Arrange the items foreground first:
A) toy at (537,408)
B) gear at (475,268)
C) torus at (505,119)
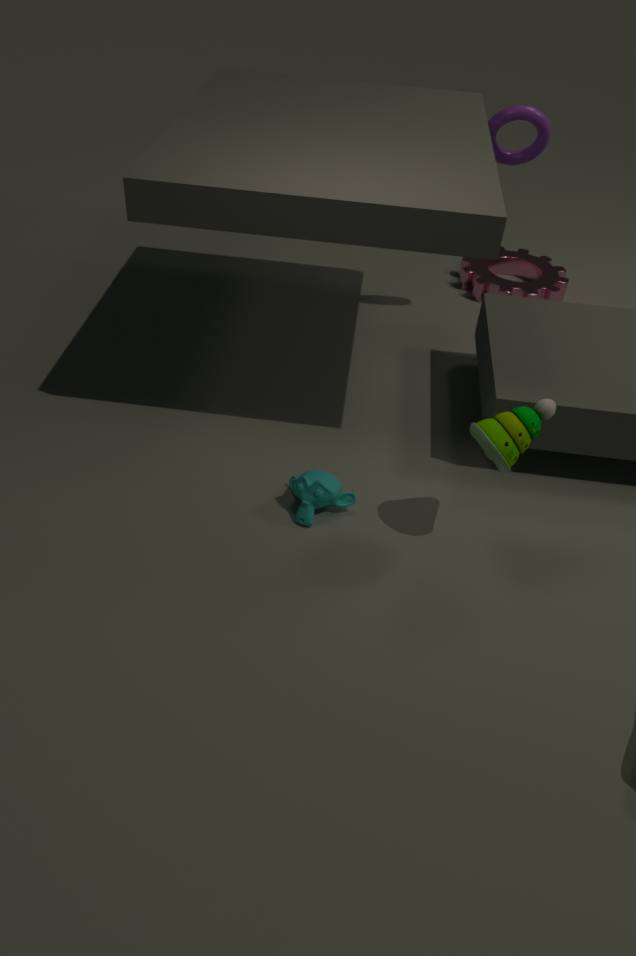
toy at (537,408) → torus at (505,119) → gear at (475,268)
